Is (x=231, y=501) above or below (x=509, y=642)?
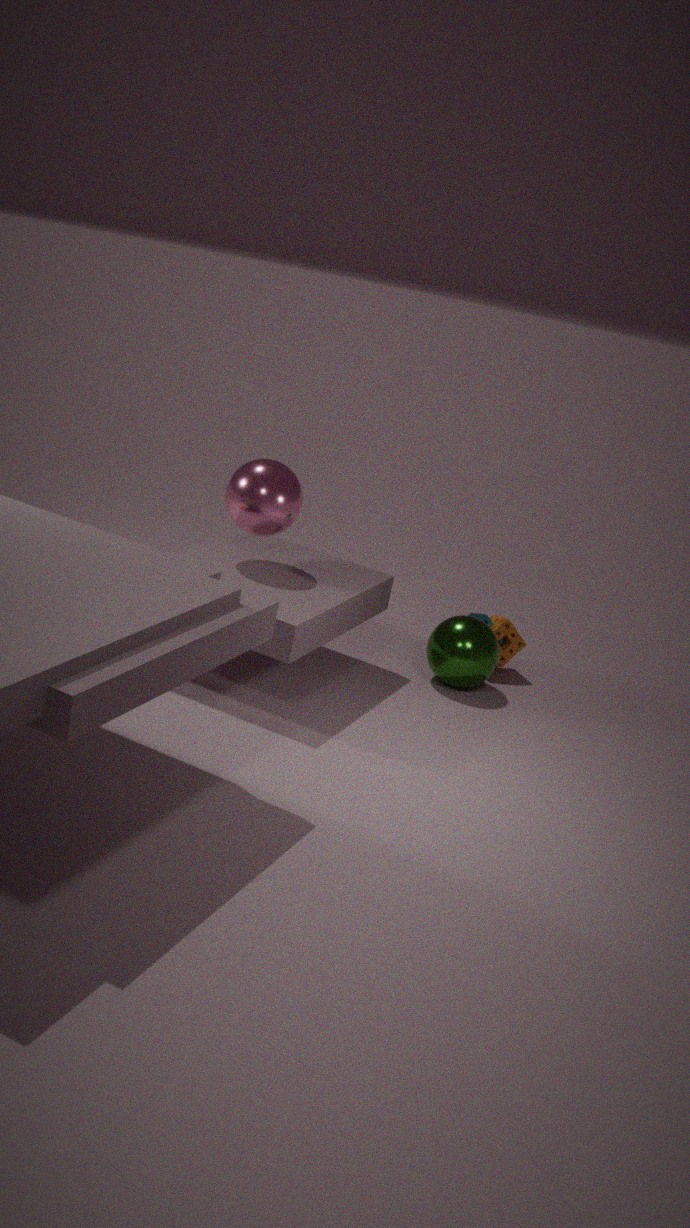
above
